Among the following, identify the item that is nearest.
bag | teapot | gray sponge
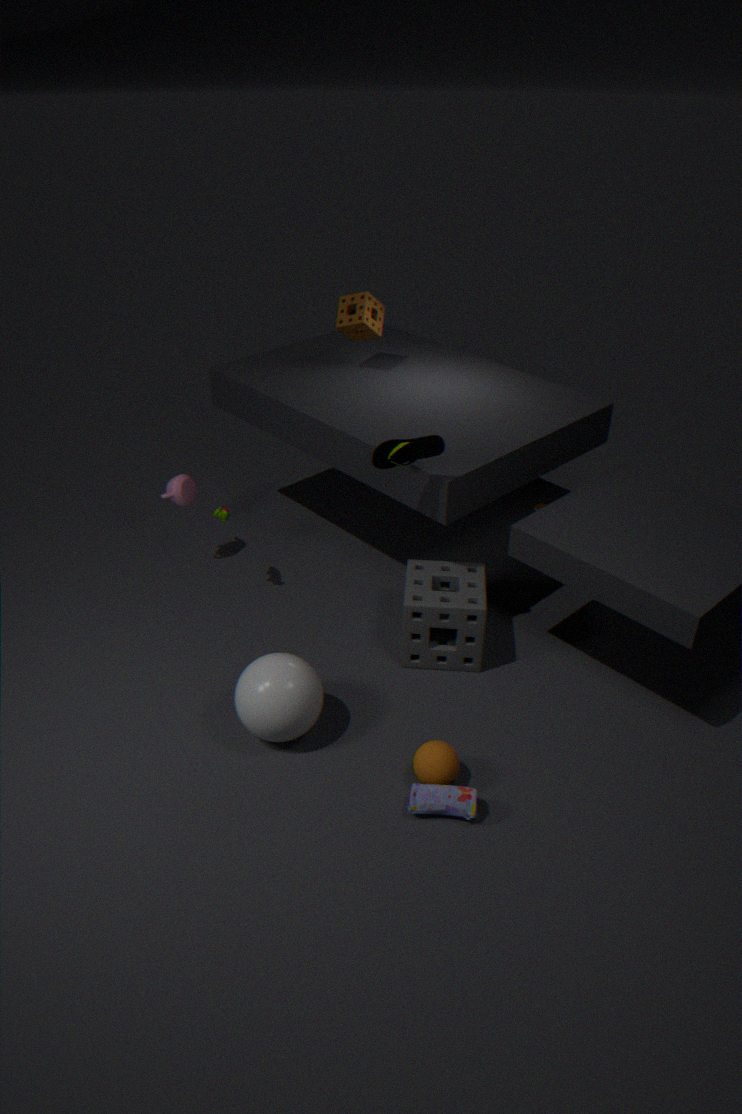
bag
